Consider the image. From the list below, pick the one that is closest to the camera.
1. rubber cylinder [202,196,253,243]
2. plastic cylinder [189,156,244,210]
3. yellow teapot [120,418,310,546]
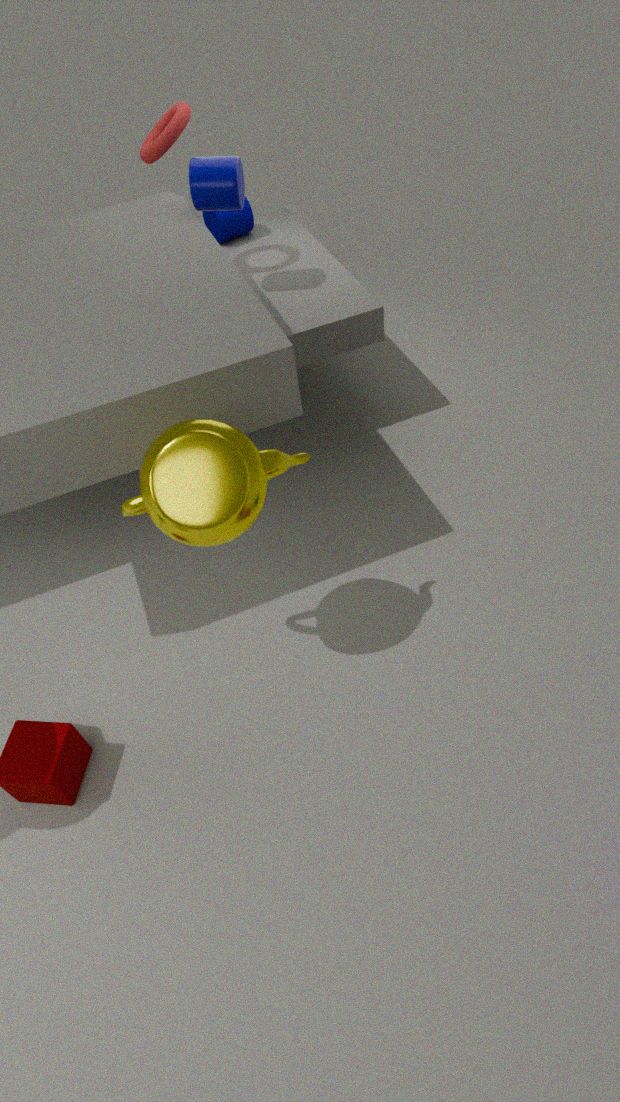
yellow teapot [120,418,310,546]
